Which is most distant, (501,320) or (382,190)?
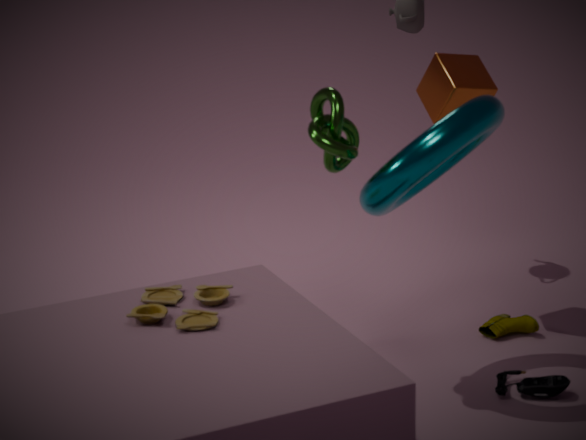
(501,320)
